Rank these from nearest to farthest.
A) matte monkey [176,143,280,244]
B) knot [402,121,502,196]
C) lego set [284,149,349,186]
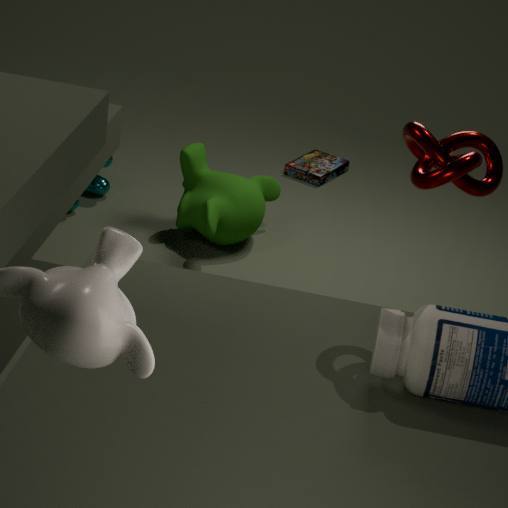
1. knot [402,121,502,196]
2. matte monkey [176,143,280,244]
3. lego set [284,149,349,186]
